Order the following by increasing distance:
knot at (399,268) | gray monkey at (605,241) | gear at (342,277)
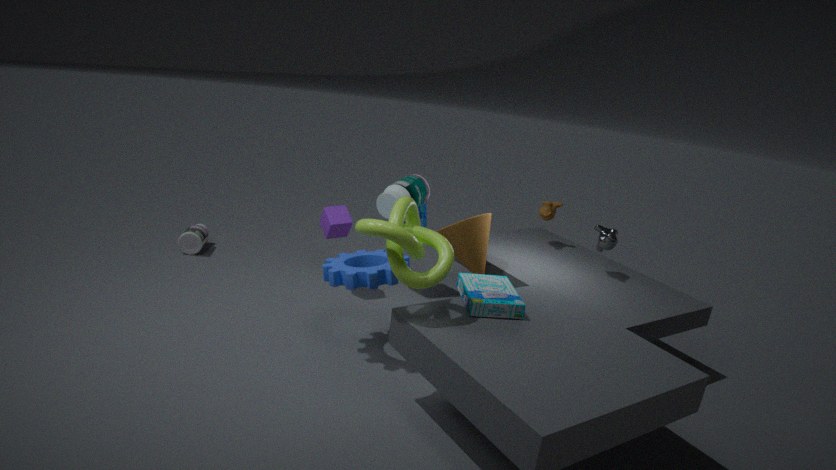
knot at (399,268), gear at (342,277), gray monkey at (605,241)
